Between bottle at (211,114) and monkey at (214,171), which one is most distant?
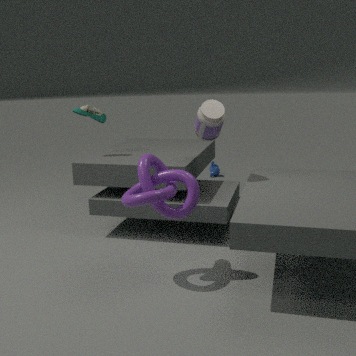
monkey at (214,171)
